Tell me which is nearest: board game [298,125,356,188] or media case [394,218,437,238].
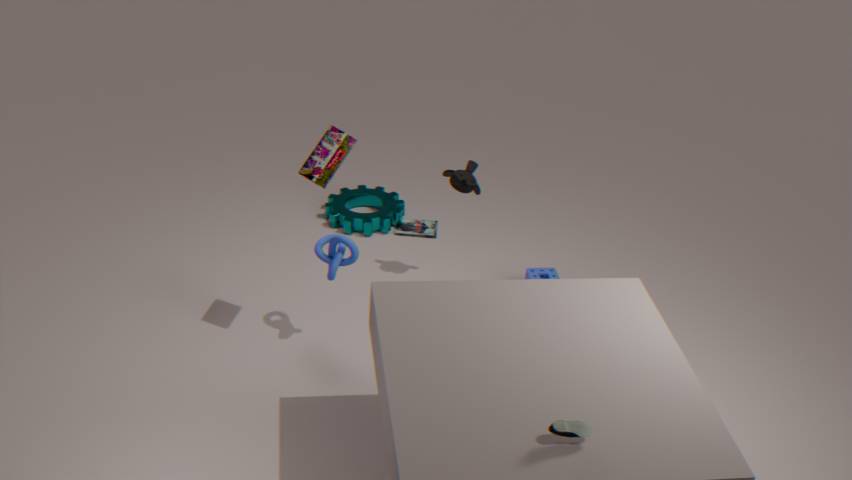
board game [298,125,356,188]
